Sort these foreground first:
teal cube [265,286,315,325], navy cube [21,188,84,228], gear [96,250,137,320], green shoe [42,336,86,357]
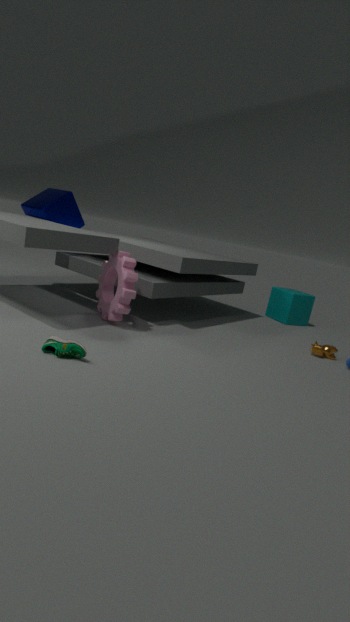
green shoe [42,336,86,357]
gear [96,250,137,320]
navy cube [21,188,84,228]
teal cube [265,286,315,325]
